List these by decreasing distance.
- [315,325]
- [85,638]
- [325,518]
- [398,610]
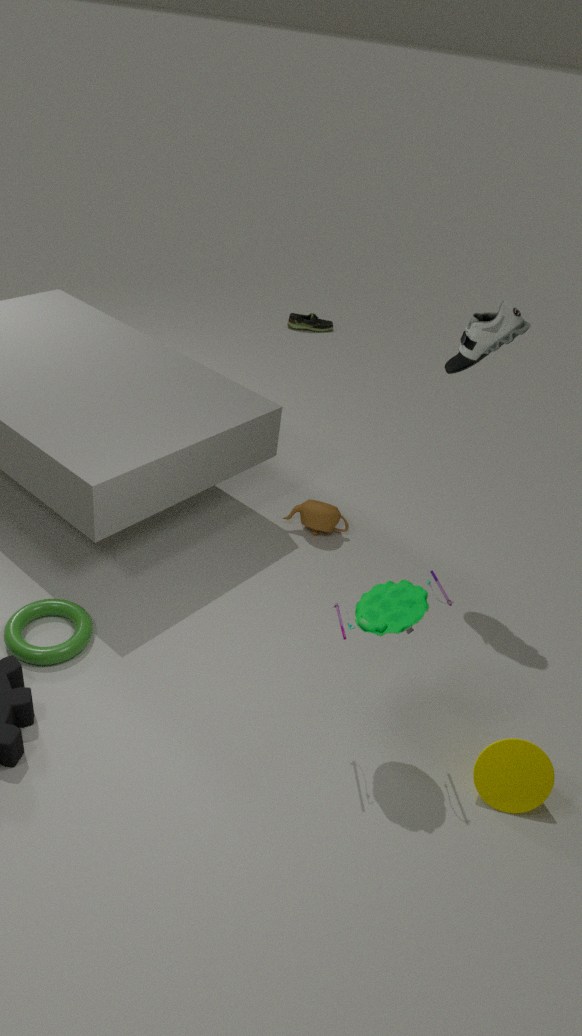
[315,325] → [325,518] → [85,638] → [398,610]
